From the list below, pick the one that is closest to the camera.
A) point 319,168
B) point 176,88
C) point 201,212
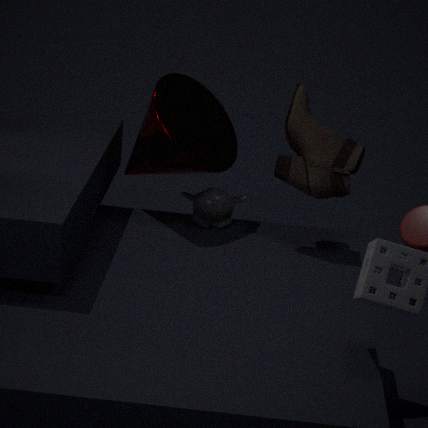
point 319,168
